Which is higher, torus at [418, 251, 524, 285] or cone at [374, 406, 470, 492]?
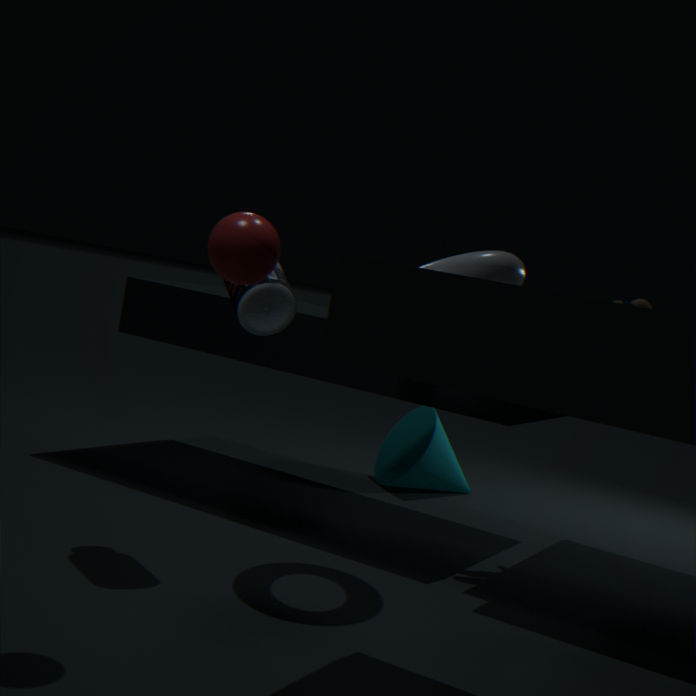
torus at [418, 251, 524, 285]
